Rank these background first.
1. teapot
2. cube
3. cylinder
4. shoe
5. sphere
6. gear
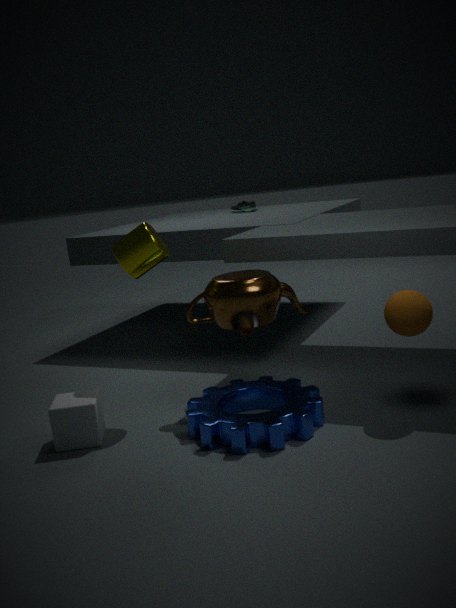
shoe, cylinder, teapot, cube, sphere, gear
